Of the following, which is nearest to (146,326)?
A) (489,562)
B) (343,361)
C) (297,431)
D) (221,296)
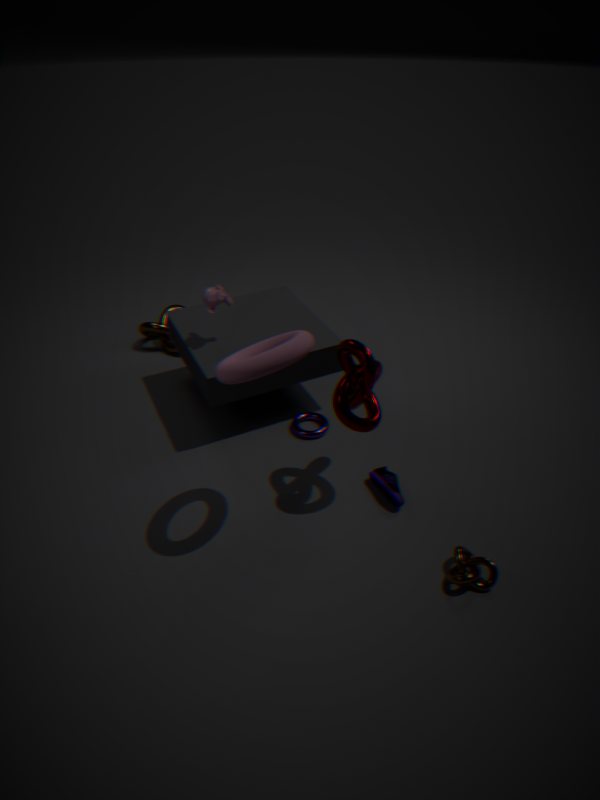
(221,296)
